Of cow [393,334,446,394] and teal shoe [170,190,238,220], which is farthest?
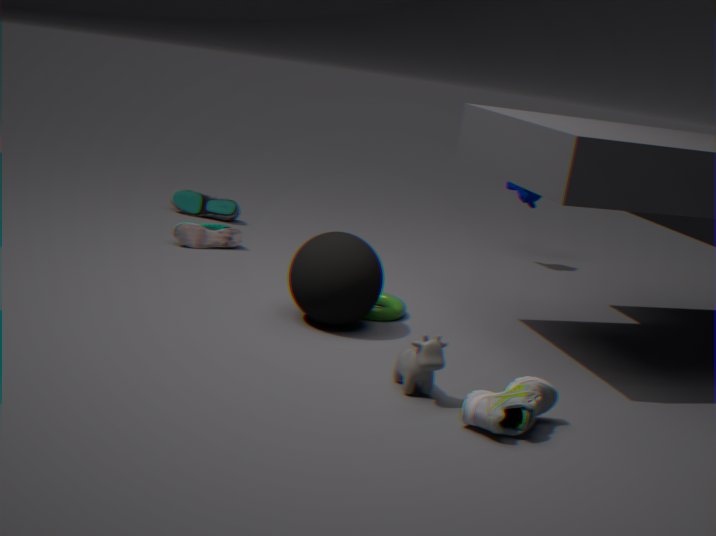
teal shoe [170,190,238,220]
